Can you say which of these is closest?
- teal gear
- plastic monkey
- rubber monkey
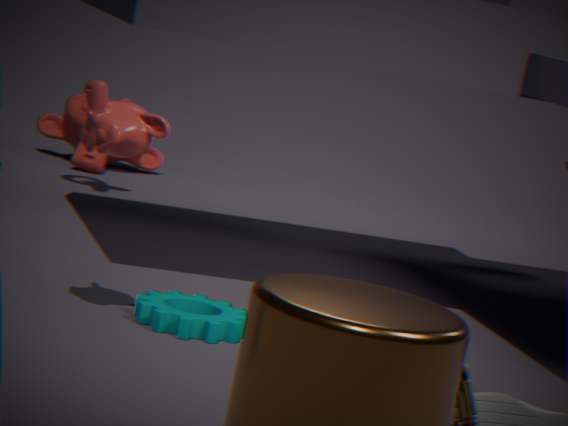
plastic monkey
